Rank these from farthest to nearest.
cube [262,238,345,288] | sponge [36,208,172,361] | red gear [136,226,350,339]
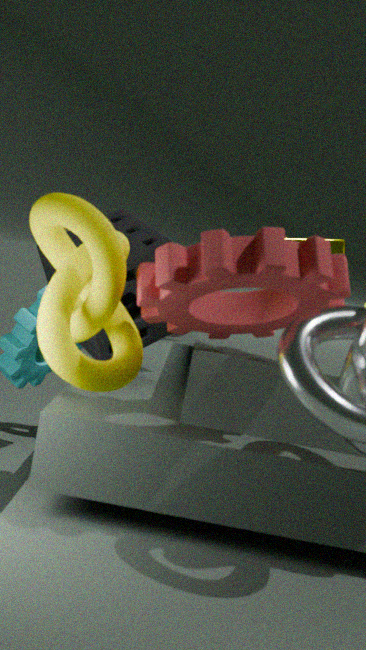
cube [262,238,345,288], sponge [36,208,172,361], red gear [136,226,350,339]
